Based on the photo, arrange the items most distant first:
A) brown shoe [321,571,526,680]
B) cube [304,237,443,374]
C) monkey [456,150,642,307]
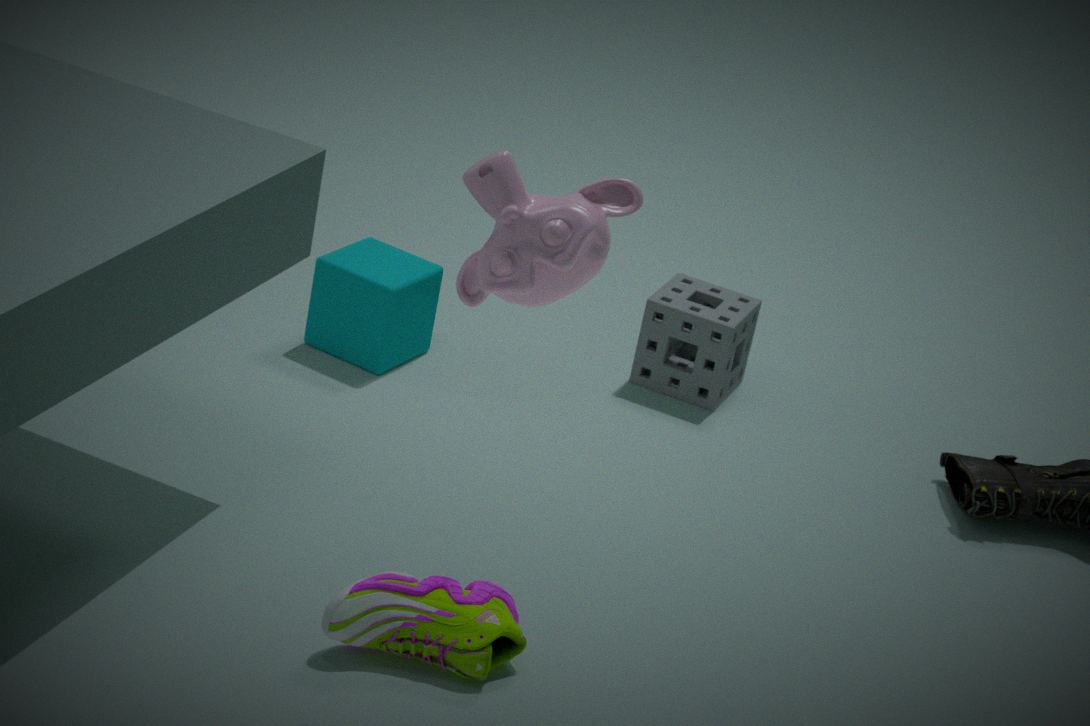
cube [304,237,443,374], brown shoe [321,571,526,680], monkey [456,150,642,307]
